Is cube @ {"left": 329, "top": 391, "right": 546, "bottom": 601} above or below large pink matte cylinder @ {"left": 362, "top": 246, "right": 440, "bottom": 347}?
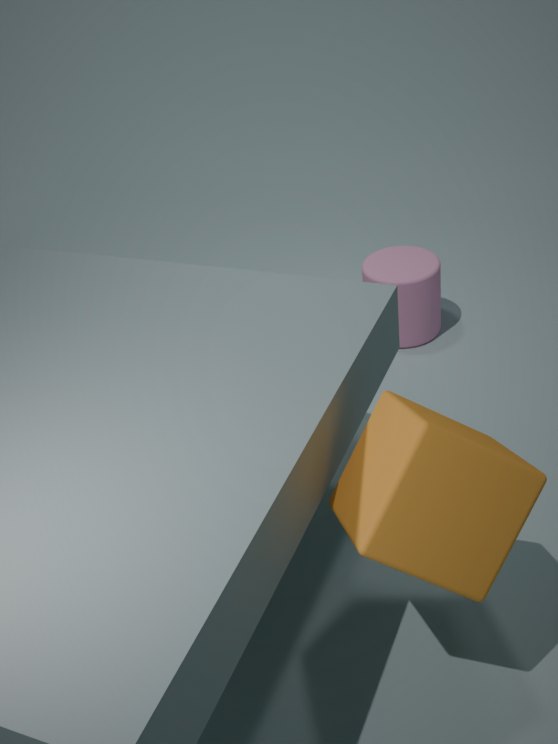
above
